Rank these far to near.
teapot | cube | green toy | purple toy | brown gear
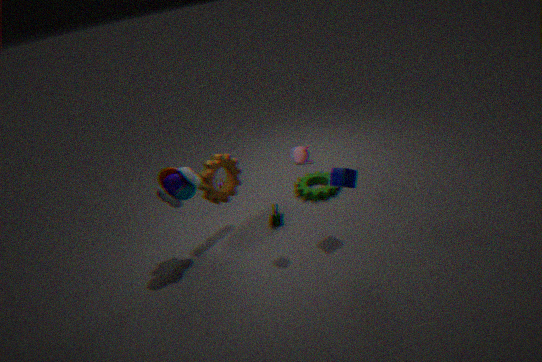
green toy
brown gear
cube
purple toy
teapot
